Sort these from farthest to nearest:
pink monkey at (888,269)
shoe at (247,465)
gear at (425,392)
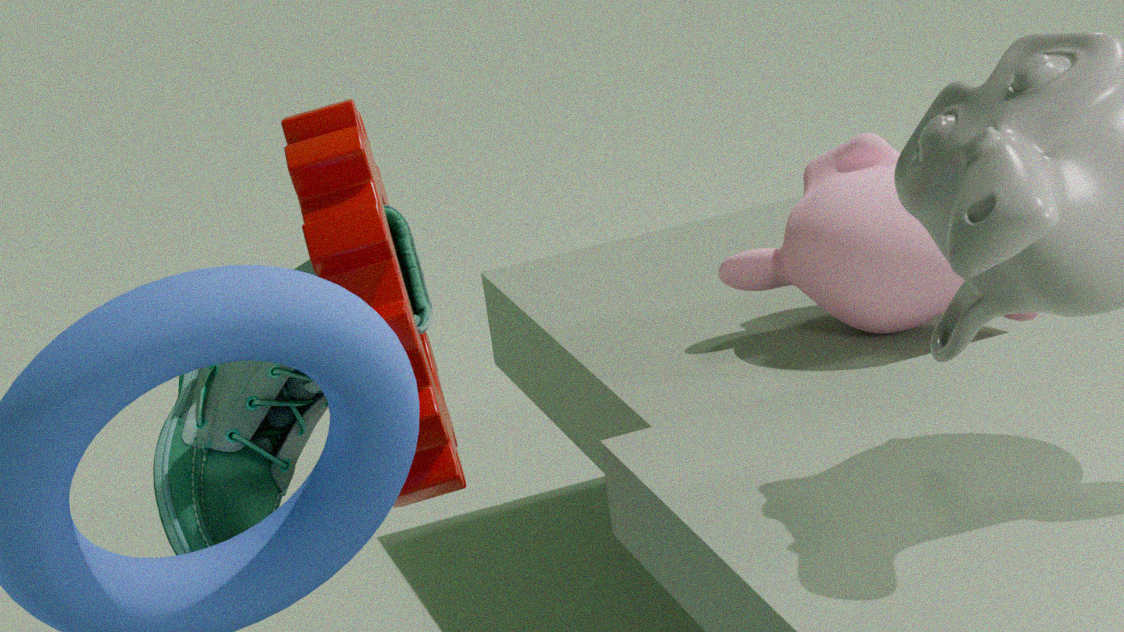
1. pink monkey at (888,269)
2. shoe at (247,465)
3. gear at (425,392)
